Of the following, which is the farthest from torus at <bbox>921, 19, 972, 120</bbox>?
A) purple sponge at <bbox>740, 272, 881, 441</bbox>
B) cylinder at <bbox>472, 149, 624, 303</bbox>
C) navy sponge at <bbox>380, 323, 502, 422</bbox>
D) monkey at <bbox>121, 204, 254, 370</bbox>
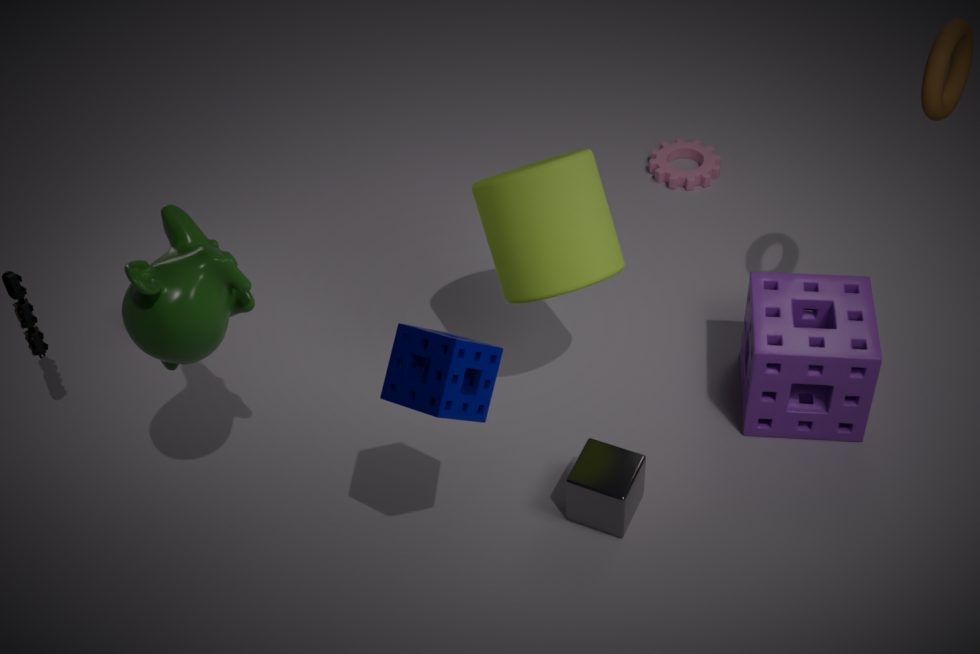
monkey at <bbox>121, 204, 254, 370</bbox>
